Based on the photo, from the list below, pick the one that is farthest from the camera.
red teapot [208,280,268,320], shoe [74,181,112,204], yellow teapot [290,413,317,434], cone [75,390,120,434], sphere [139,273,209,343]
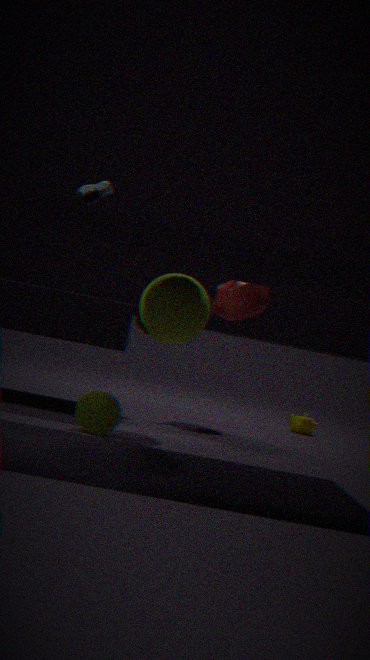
yellow teapot [290,413,317,434]
